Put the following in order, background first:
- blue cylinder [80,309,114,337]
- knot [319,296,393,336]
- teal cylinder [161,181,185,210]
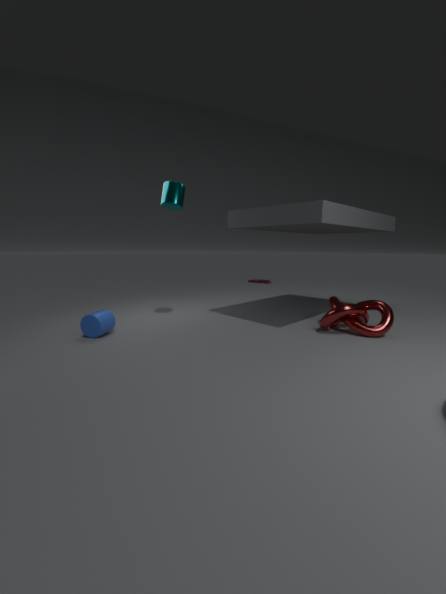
teal cylinder [161,181,185,210], knot [319,296,393,336], blue cylinder [80,309,114,337]
